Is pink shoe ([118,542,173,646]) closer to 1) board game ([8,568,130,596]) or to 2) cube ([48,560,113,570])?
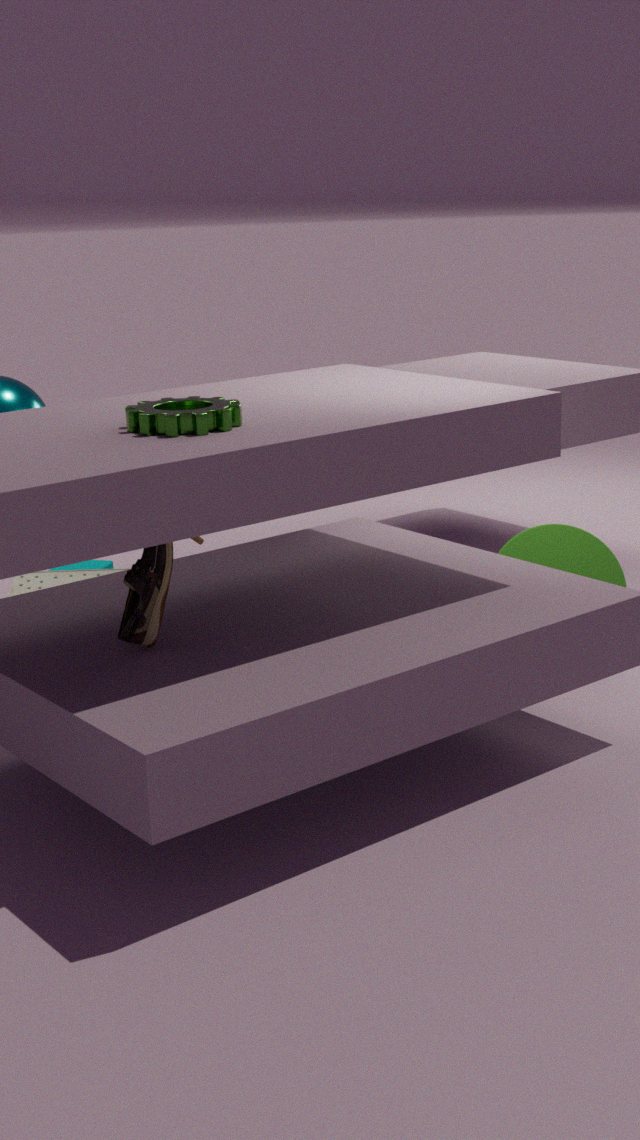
1) board game ([8,568,130,596])
